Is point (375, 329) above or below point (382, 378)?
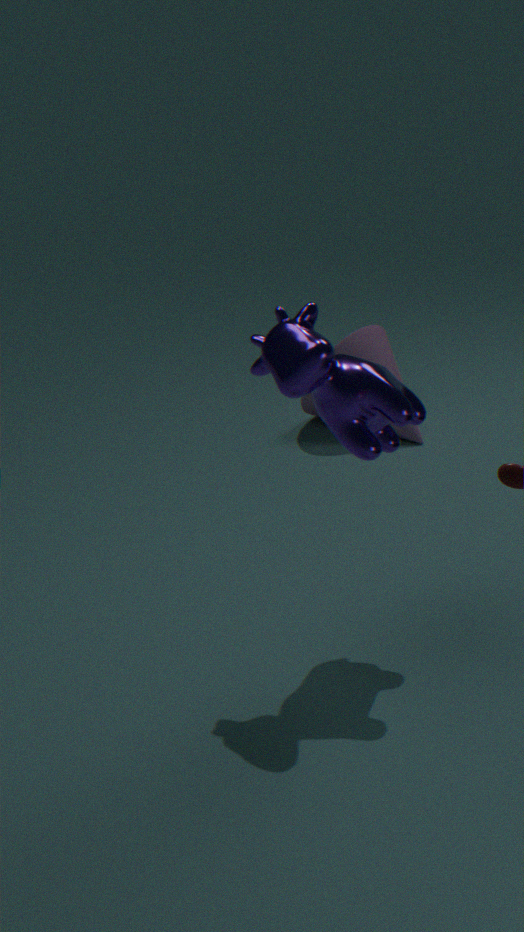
below
